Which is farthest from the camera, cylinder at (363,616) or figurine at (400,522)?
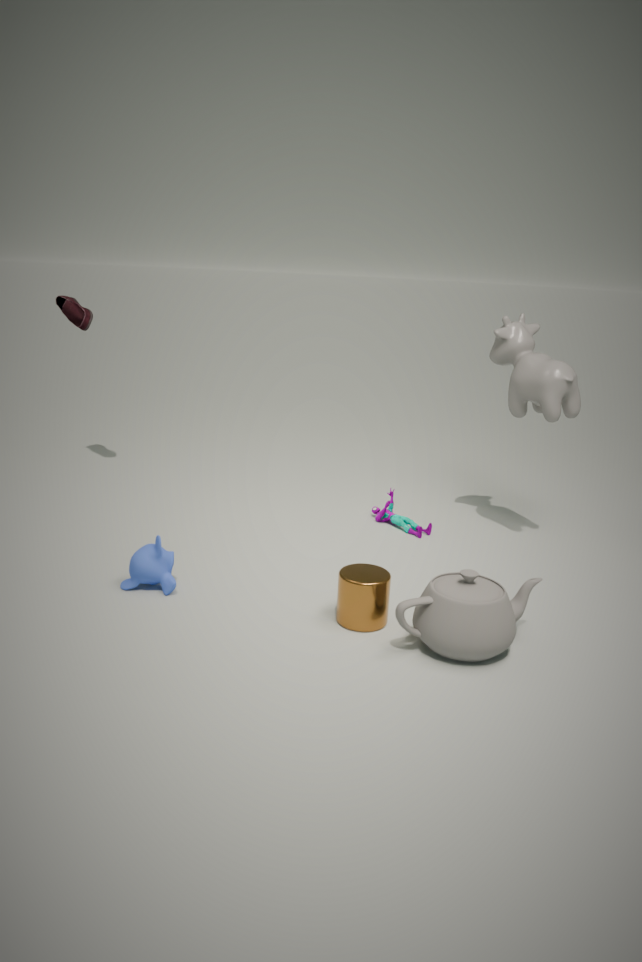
figurine at (400,522)
